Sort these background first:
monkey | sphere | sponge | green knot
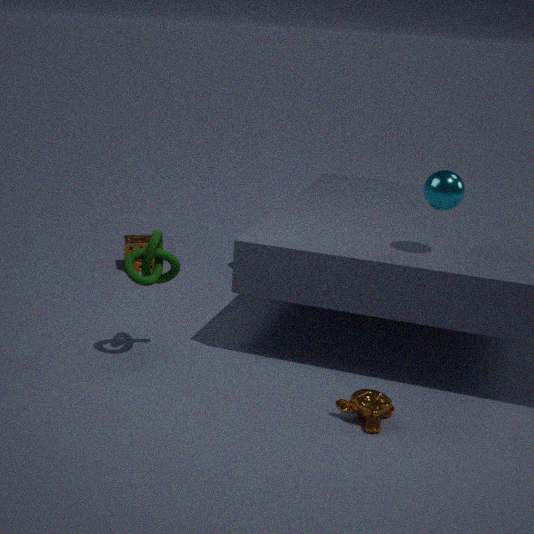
sponge, green knot, sphere, monkey
